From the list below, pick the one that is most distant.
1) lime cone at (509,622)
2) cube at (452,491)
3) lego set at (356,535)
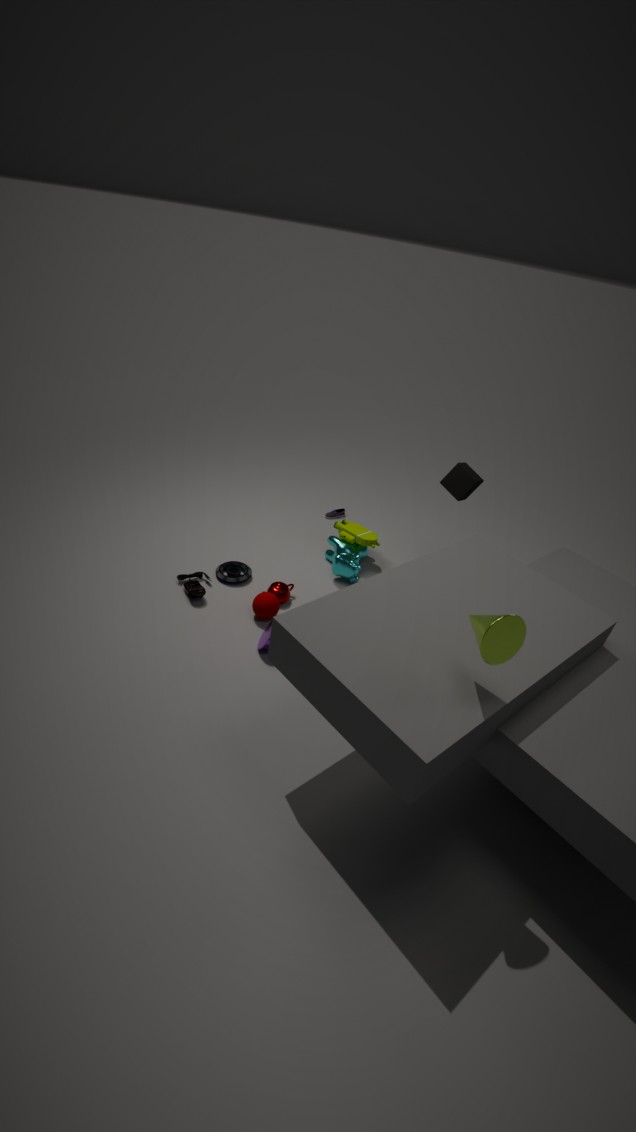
3. lego set at (356,535)
